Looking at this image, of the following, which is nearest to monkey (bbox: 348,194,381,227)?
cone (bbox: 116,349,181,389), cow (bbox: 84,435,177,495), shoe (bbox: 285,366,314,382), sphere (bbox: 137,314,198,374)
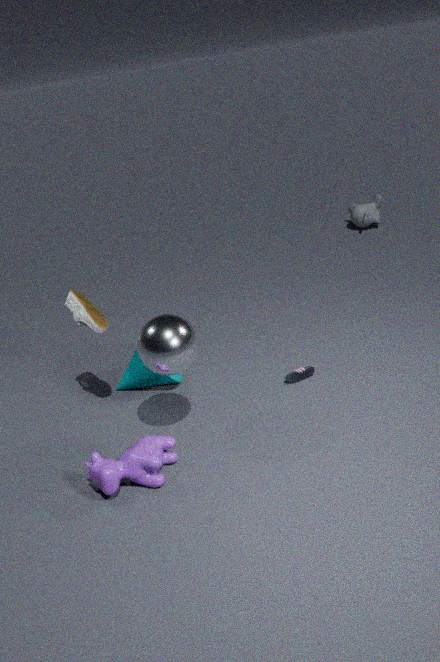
shoe (bbox: 285,366,314,382)
